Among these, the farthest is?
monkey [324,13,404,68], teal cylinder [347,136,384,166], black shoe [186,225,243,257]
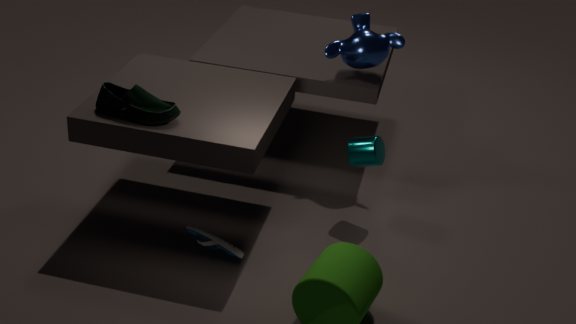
monkey [324,13,404,68]
